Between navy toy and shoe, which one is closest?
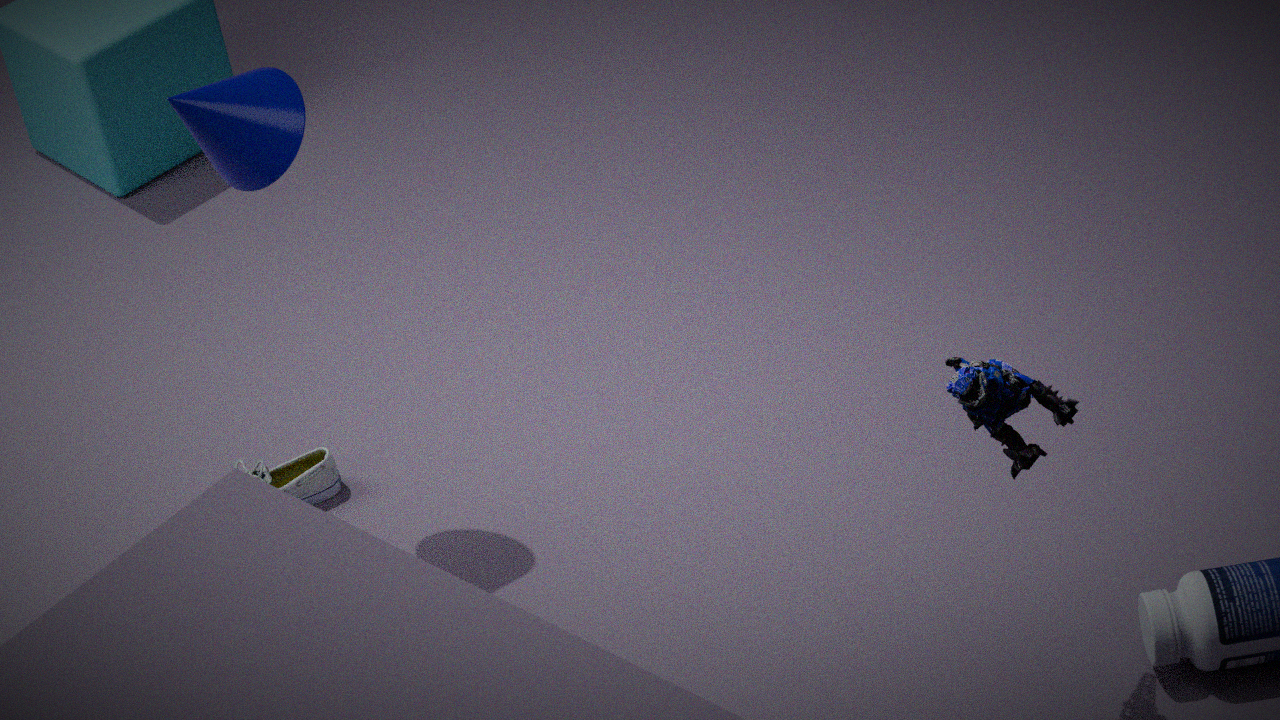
navy toy
